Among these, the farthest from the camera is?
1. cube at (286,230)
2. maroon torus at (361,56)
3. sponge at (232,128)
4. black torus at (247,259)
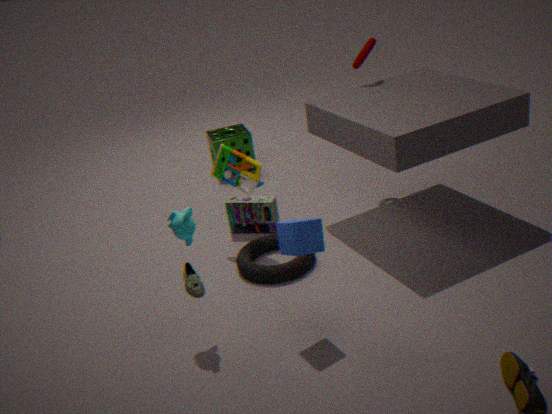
sponge at (232,128)
